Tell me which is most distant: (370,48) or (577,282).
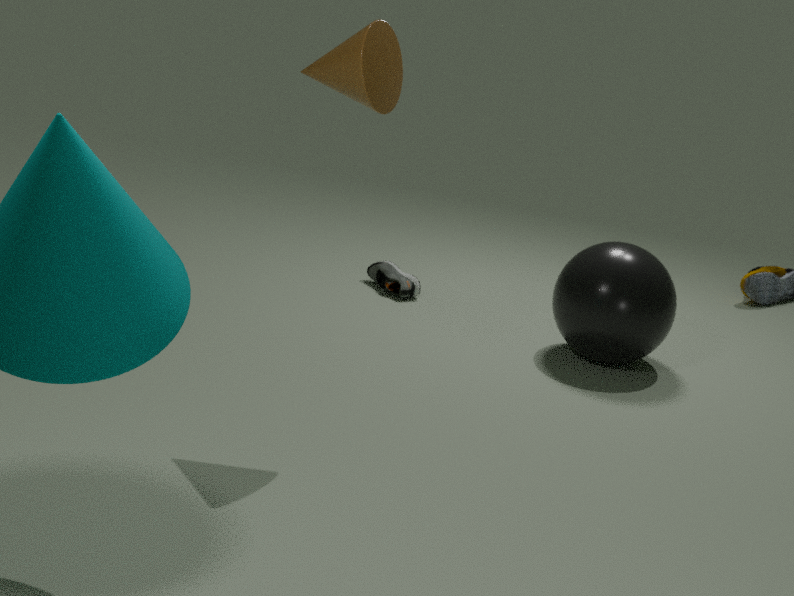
(577,282)
